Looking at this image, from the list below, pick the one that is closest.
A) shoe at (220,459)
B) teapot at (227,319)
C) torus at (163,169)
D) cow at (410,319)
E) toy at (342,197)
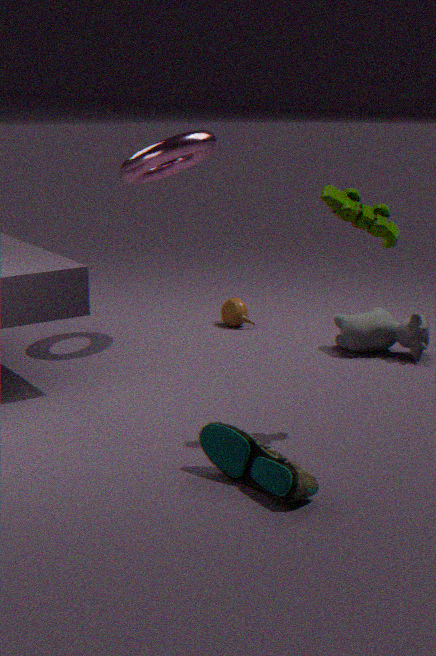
shoe at (220,459)
